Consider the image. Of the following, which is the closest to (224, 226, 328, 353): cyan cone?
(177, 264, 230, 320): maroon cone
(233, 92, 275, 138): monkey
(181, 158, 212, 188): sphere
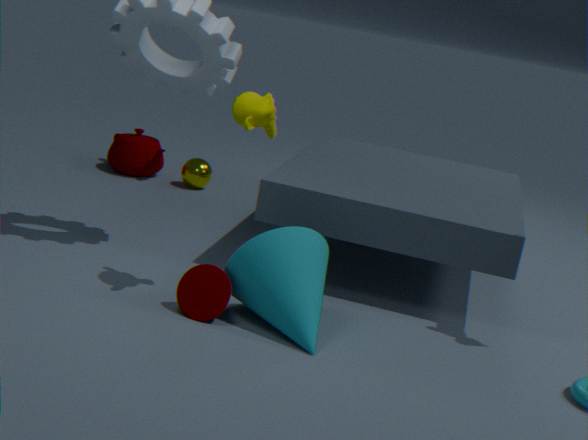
(177, 264, 230, 320): maroon cone
